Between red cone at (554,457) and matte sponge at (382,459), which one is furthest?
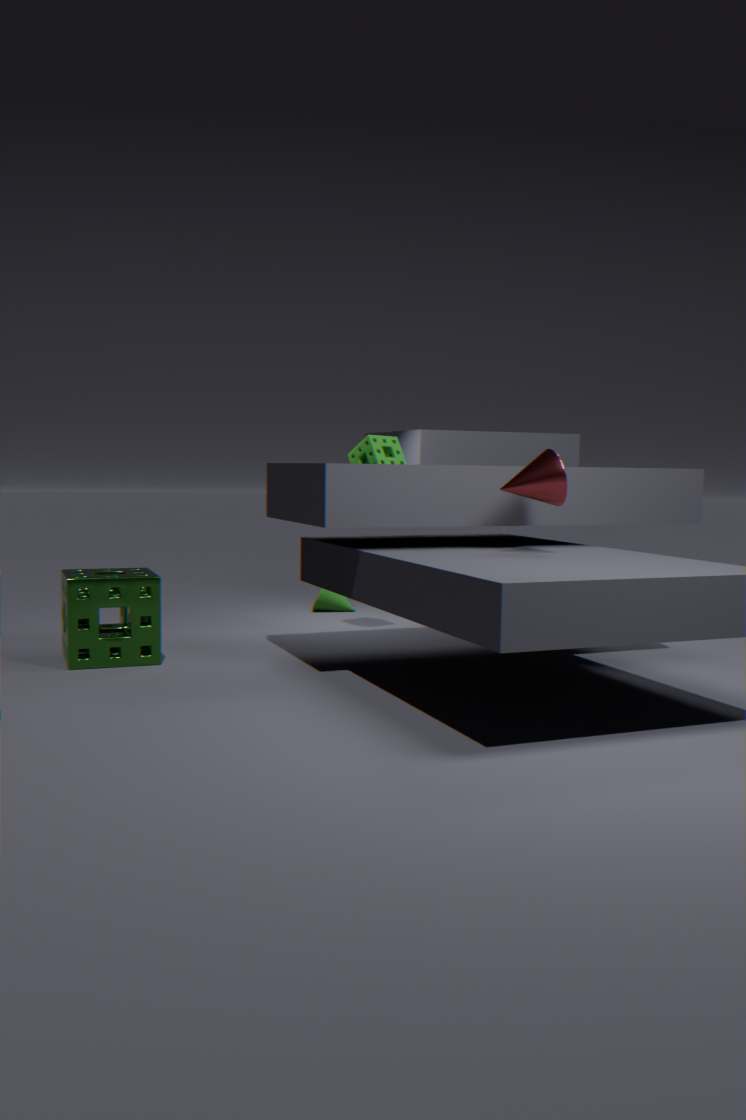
matte sponge at (382,459)
